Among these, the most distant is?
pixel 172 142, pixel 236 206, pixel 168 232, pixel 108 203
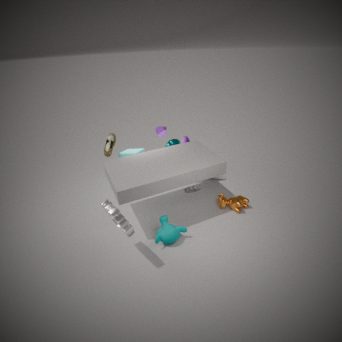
pixel 172 142
